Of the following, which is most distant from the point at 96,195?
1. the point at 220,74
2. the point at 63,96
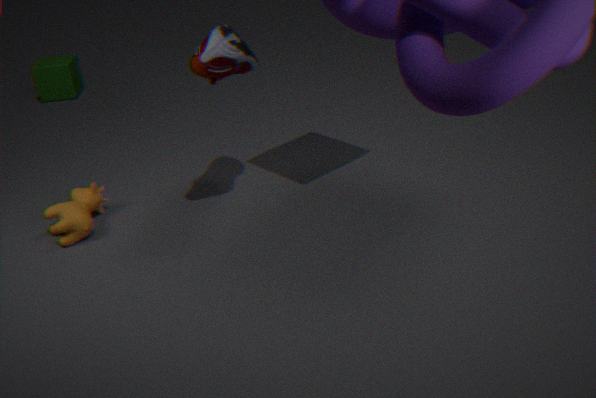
the point at 63,96
